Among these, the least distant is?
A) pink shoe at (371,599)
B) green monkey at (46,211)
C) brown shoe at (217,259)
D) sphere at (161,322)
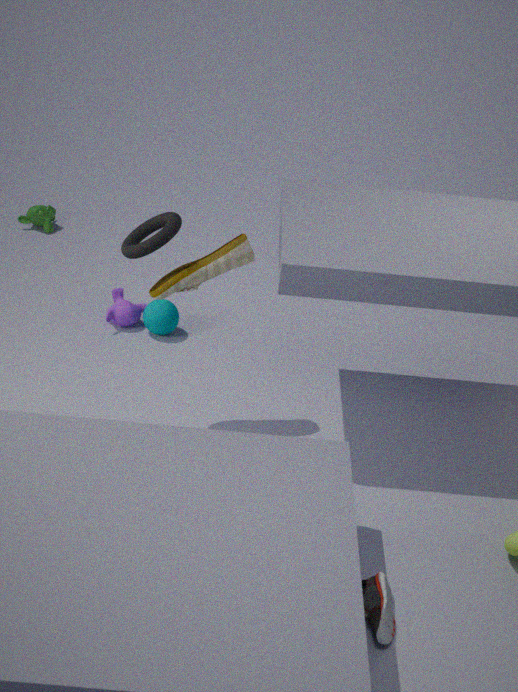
pink shoe at (371,599)
